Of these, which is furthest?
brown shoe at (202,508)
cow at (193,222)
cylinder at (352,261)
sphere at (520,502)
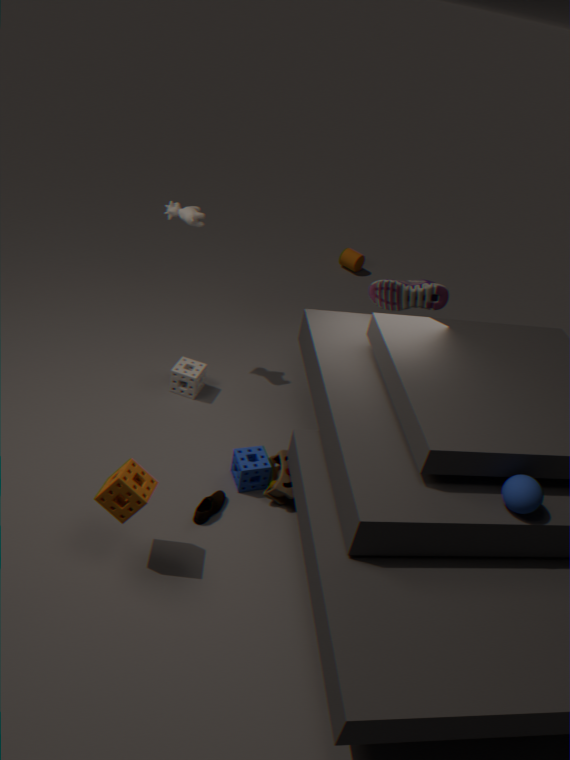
cylinder at (352,261)
